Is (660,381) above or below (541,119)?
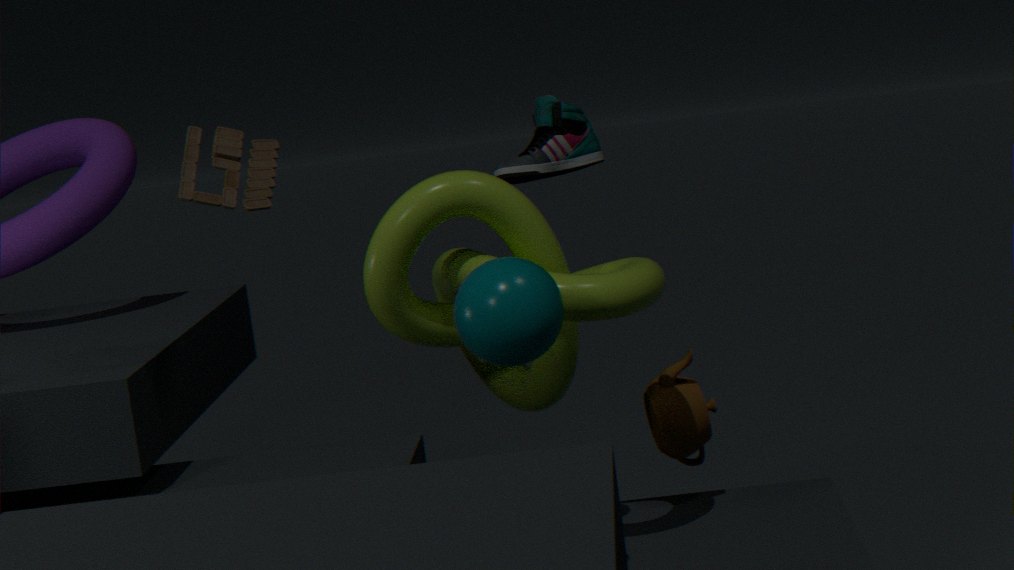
below
